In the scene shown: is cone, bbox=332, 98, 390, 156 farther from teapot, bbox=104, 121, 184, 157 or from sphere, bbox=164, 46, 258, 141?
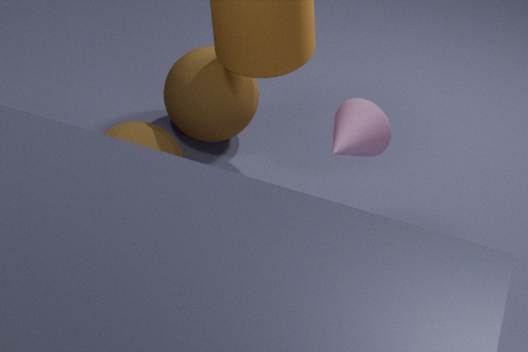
teapot, bbox=104, 121, 184, 157
